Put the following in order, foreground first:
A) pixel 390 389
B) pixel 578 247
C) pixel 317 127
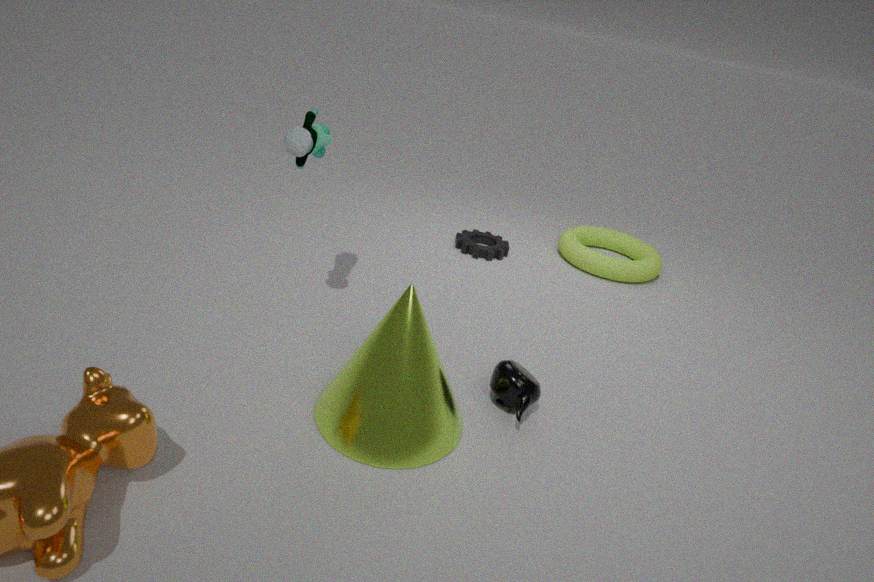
pixel 390 389 < pixel 317 127 < pixel 578 247
